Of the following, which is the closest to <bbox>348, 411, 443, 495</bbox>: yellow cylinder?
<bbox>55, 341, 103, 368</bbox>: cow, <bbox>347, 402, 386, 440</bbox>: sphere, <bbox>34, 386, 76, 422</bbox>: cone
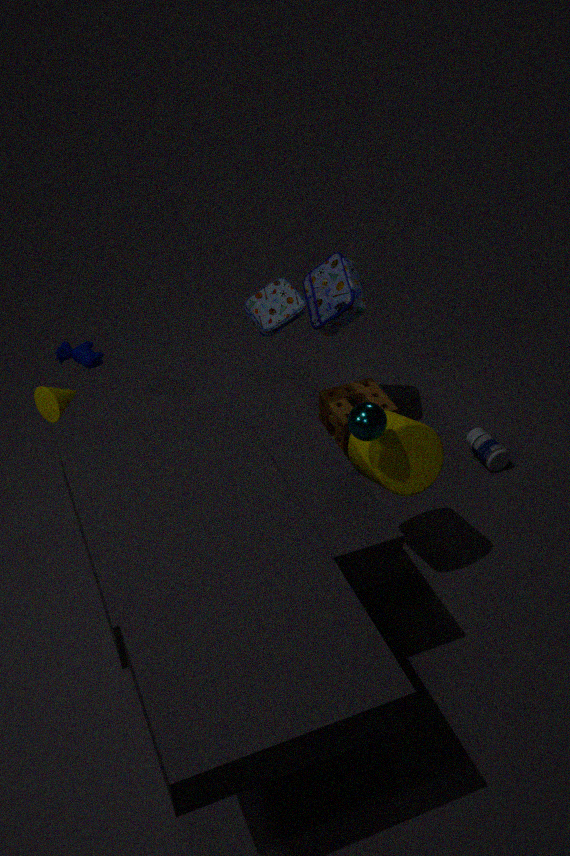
<bbox>347, 402, 386, 440</bbox>: sphere
